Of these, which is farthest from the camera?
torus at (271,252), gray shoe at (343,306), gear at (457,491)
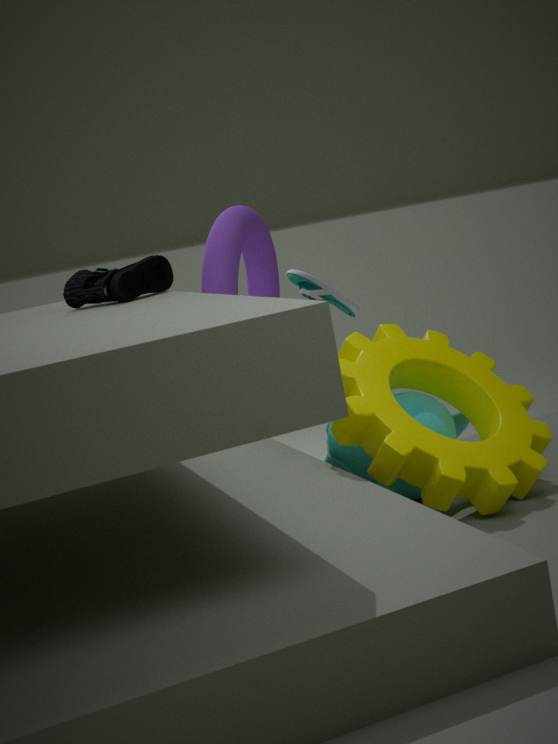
gray shoe at (343,306)
